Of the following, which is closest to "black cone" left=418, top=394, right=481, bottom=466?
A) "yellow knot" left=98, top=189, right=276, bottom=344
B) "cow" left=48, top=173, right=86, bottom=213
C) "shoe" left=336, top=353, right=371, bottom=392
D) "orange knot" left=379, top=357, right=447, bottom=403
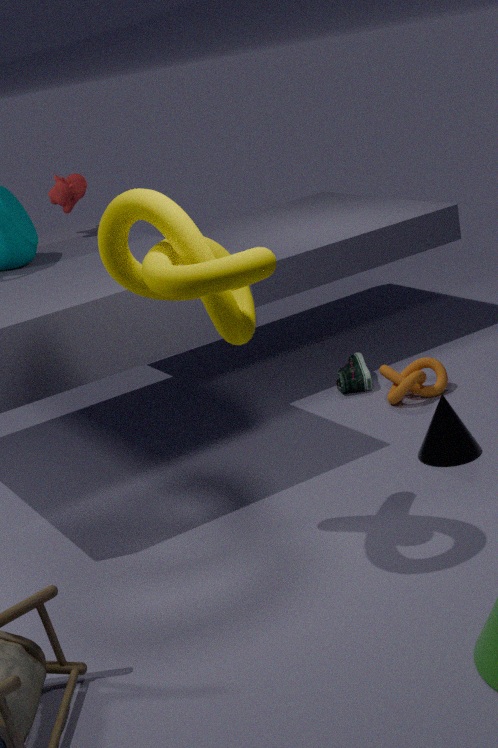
"orange knot" left=379, top=357, right=447, bottom=403
